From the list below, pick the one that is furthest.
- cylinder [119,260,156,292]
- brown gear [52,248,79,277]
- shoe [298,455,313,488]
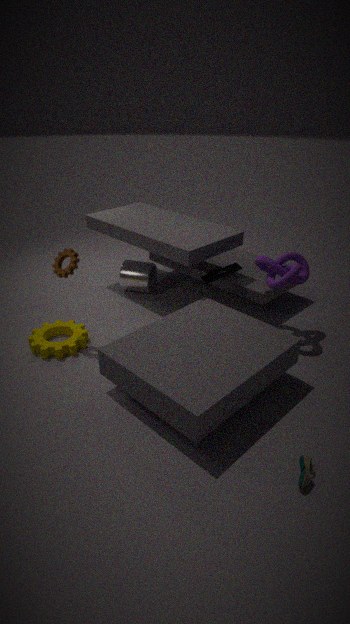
cylinder [119,260,156,292]
